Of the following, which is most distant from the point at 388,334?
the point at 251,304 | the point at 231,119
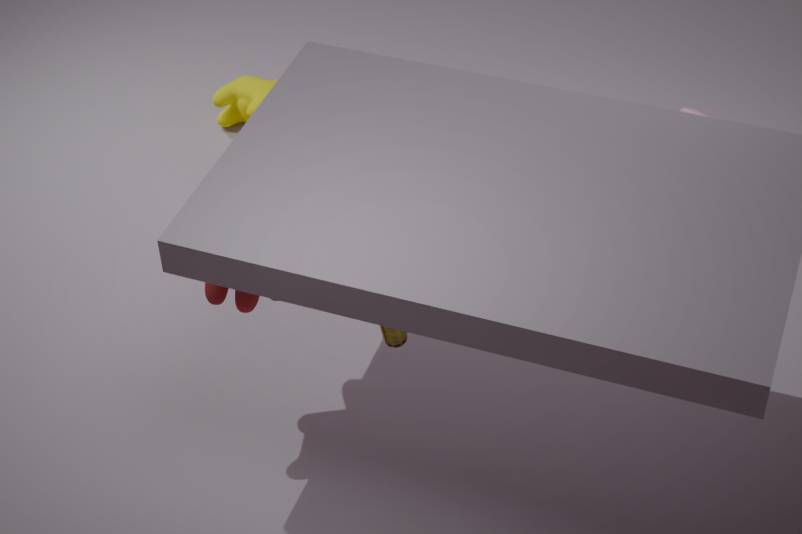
the point at 231,119
